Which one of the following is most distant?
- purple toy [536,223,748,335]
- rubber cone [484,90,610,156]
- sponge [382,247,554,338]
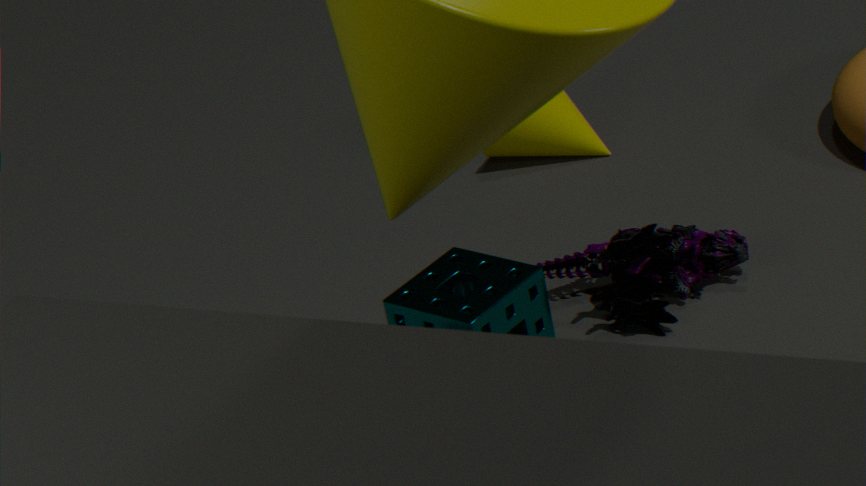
rubber cone [484,90,610,156]
